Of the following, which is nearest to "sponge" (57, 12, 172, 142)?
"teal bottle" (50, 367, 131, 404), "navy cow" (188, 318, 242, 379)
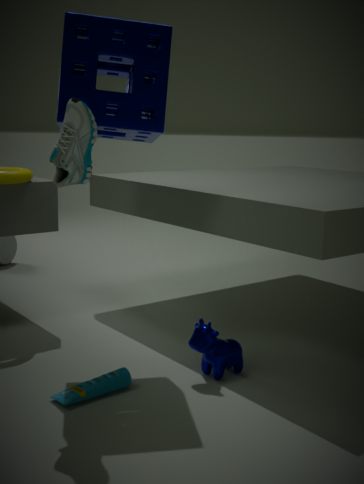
"navy cow" (188, 318, 242, 379)
